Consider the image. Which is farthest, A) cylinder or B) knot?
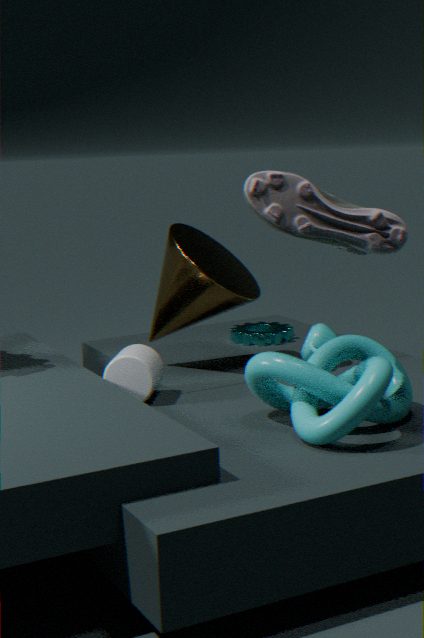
A. cylinder
